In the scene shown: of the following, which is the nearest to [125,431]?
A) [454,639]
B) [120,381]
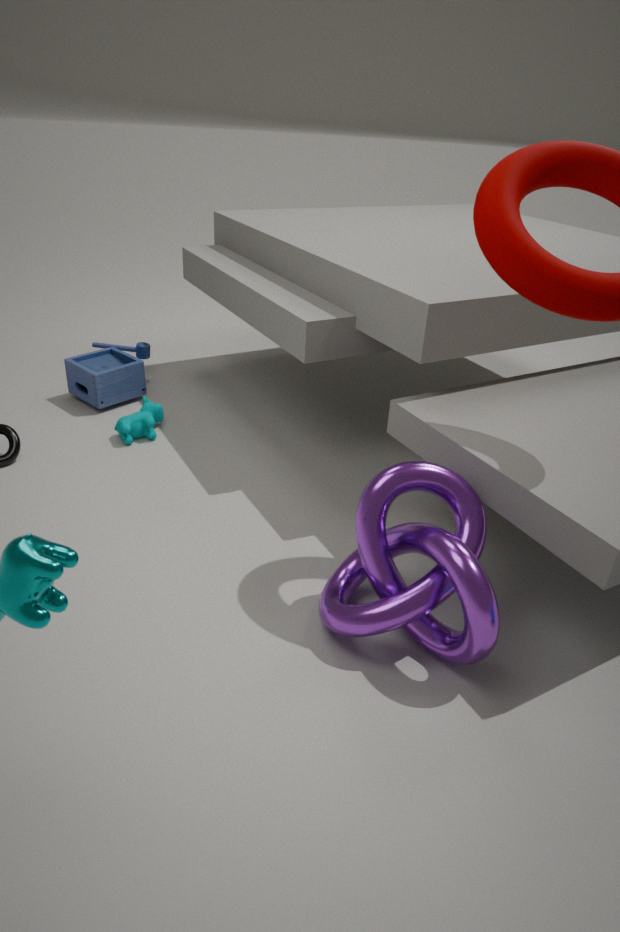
[120,381]
